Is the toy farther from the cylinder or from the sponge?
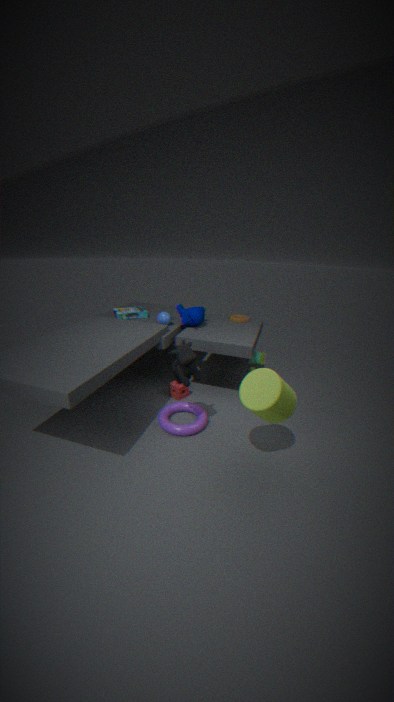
the cylinder
